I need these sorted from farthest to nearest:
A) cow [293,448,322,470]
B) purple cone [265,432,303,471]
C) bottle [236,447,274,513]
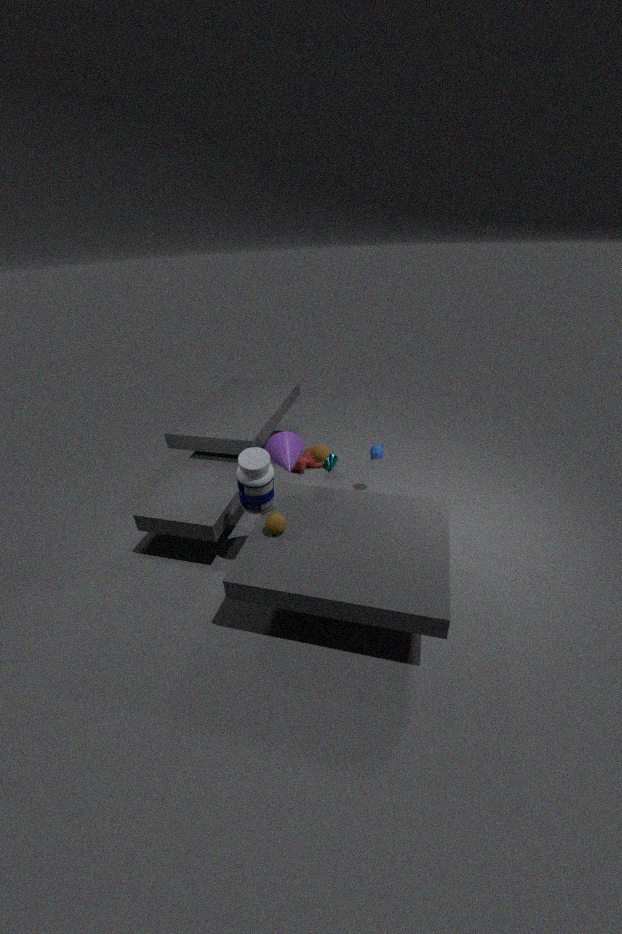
cow [293,448,322,470], purple cone [265,432,303,471], bottle [236,447,274,513]
